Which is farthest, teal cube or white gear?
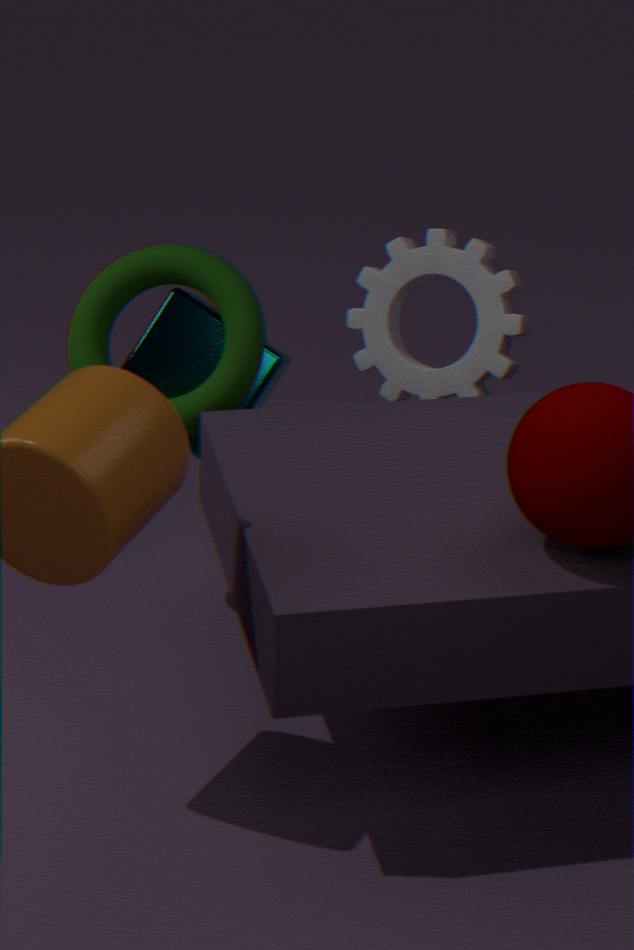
white gear
